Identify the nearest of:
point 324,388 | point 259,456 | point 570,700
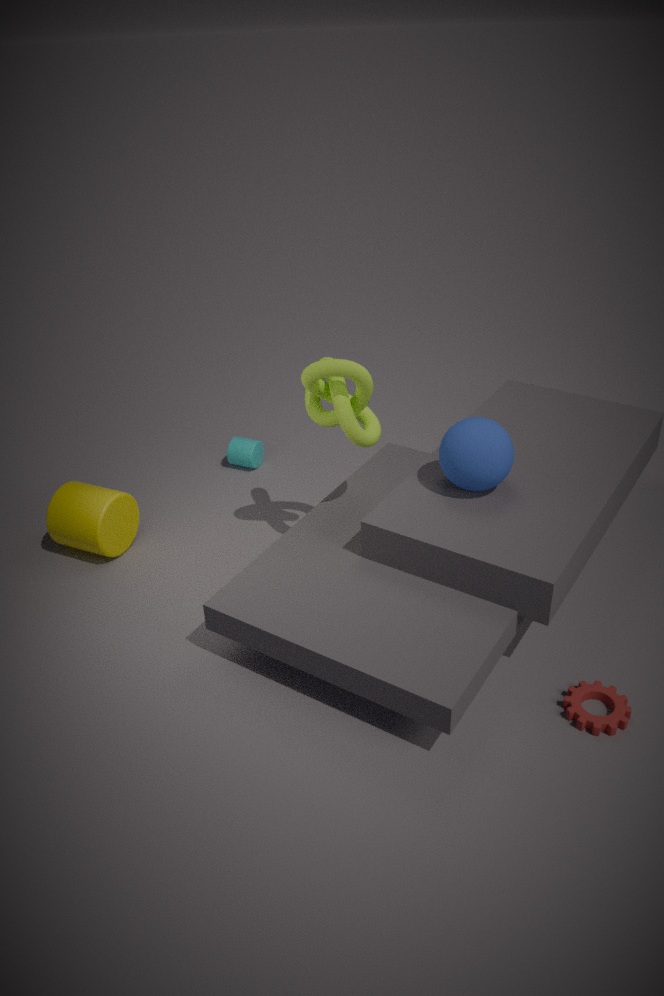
point 570,700
